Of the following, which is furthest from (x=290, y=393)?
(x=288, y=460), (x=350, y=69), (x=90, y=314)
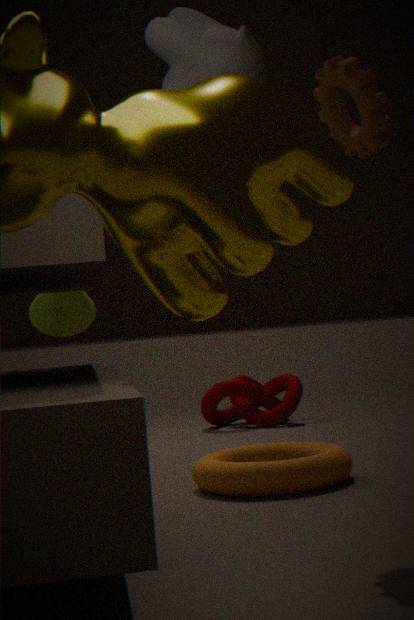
(x=350, y=69)
